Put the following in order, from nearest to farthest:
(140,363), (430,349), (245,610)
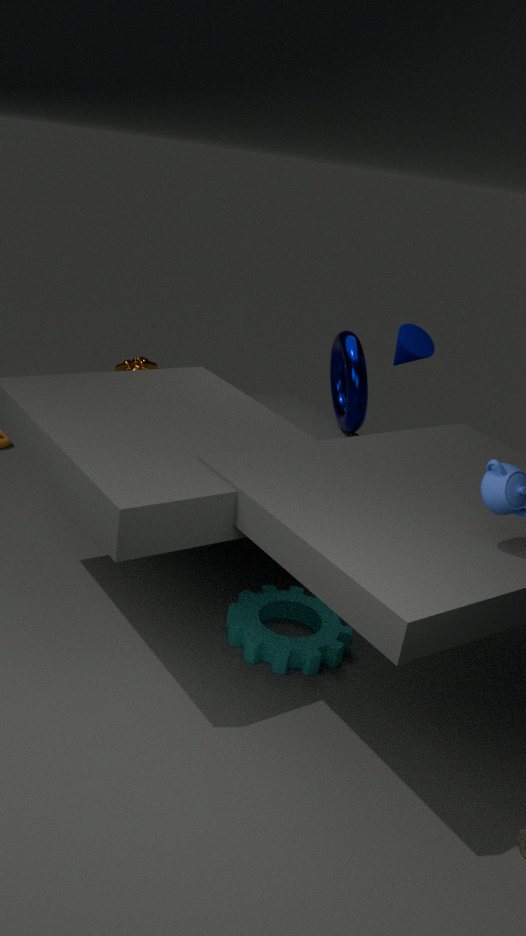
(245,610)
(430,349)
(140,363)
